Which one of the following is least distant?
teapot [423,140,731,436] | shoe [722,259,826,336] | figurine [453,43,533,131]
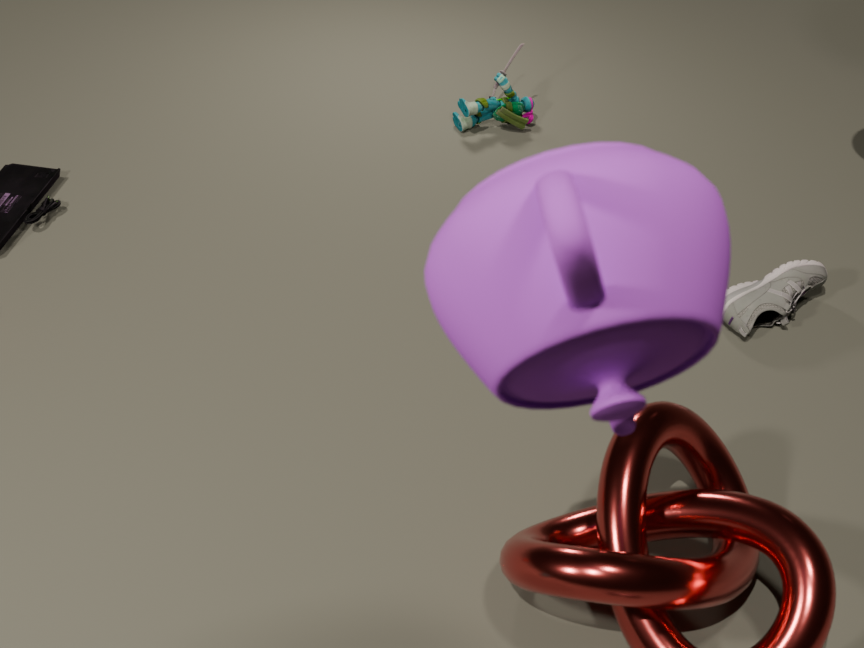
teapot [423,140,731,436]
